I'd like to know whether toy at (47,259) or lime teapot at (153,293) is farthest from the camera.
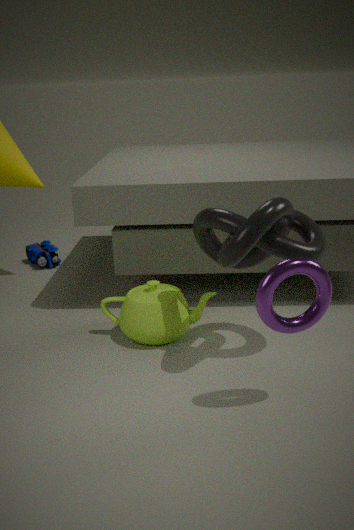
toy at (47,259)
